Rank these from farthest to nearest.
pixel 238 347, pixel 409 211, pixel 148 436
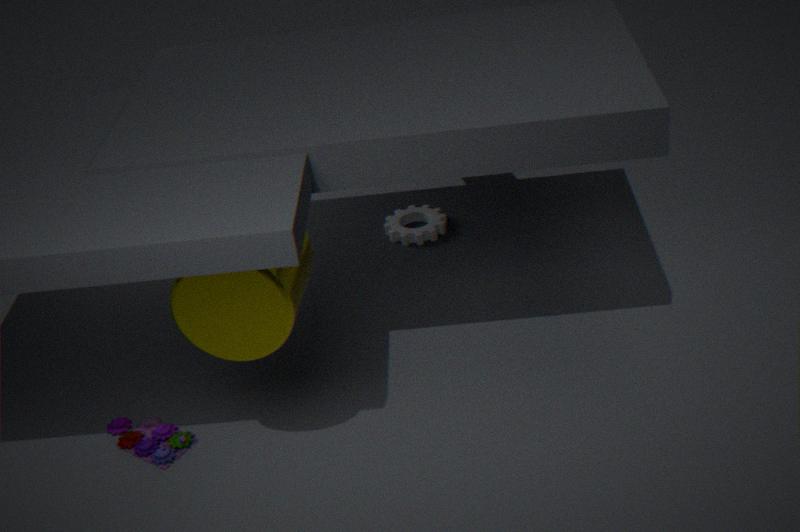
1. pixel 409 211
2. pixel 148 436
3. pixel 238 347
